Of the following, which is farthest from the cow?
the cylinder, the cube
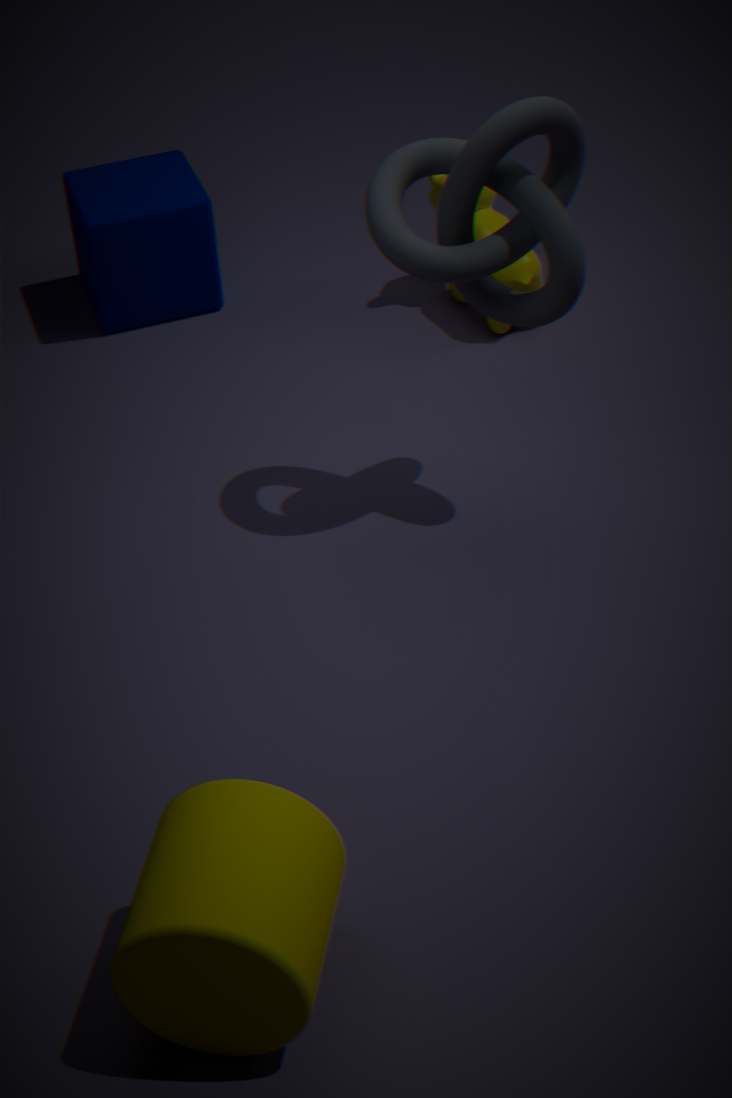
the cylinder
